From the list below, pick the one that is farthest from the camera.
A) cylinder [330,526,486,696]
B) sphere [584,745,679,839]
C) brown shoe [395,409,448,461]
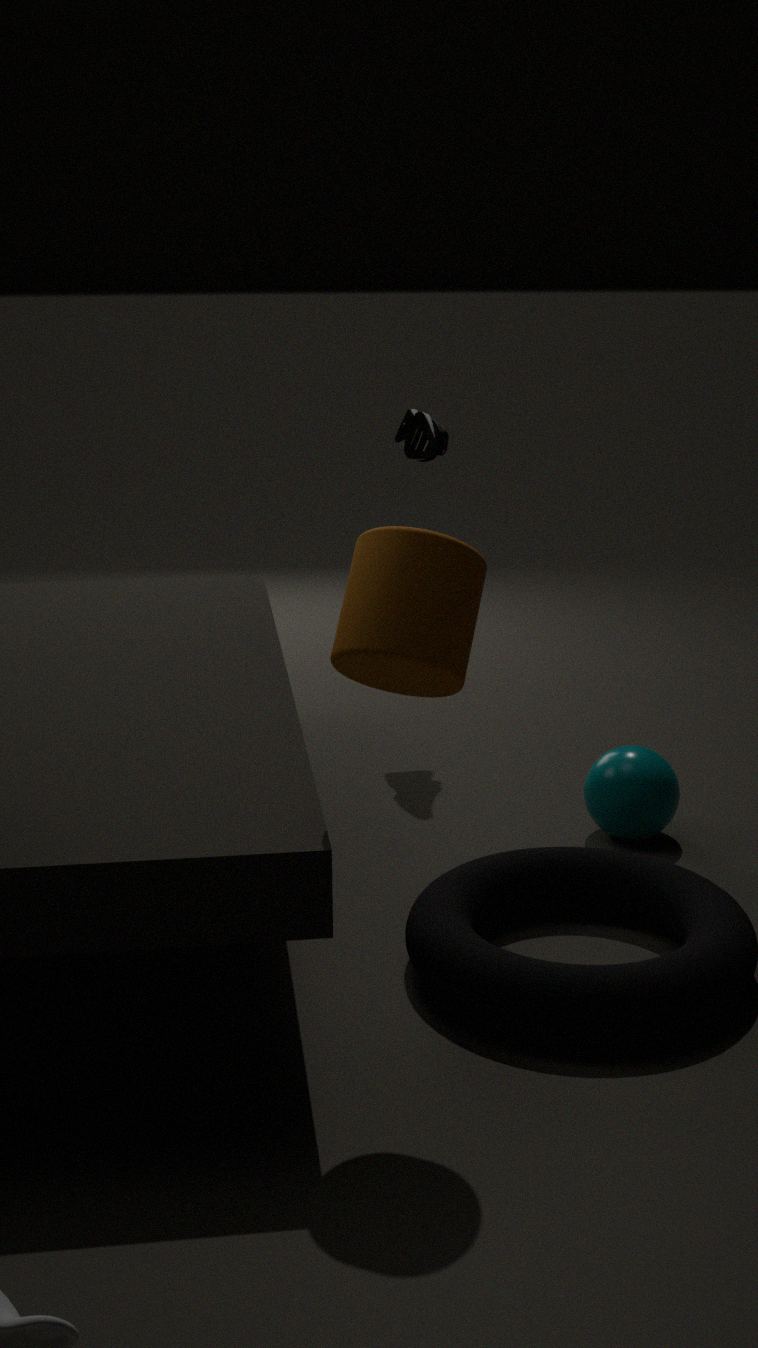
brown shoe [395,409,448,461]
